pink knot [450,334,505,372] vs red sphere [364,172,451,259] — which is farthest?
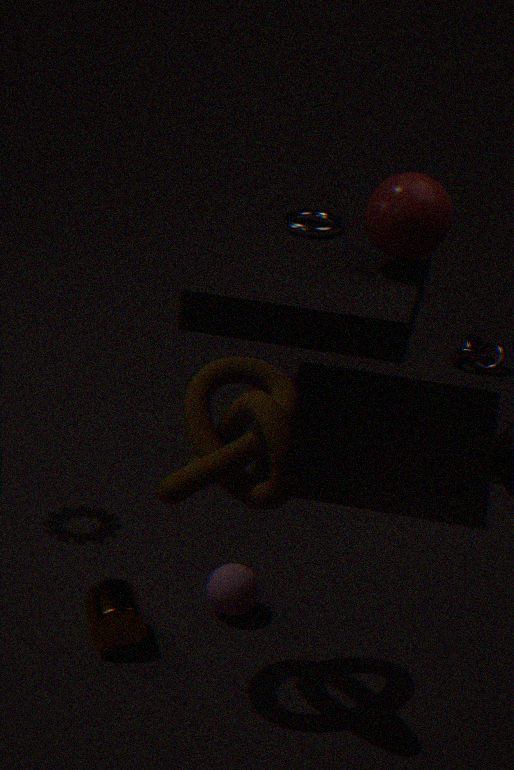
pink knot [450,334,505,372]
